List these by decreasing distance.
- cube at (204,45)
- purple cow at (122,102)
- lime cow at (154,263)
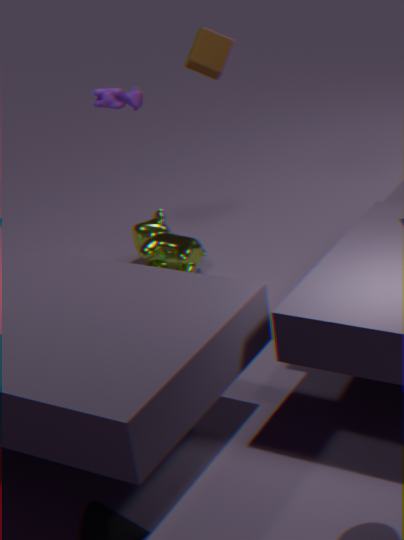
lime cow at (154,263) < cube at (204,45) < purple cow at (122,102)
